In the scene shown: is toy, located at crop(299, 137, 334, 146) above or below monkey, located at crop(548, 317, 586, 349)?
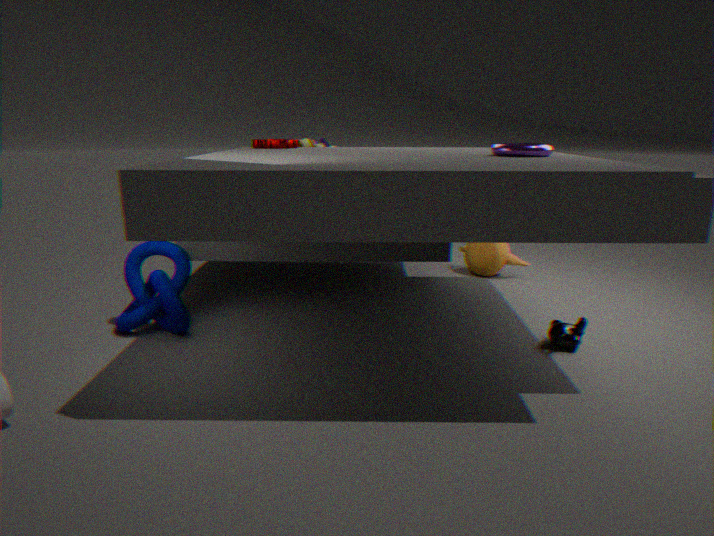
above
